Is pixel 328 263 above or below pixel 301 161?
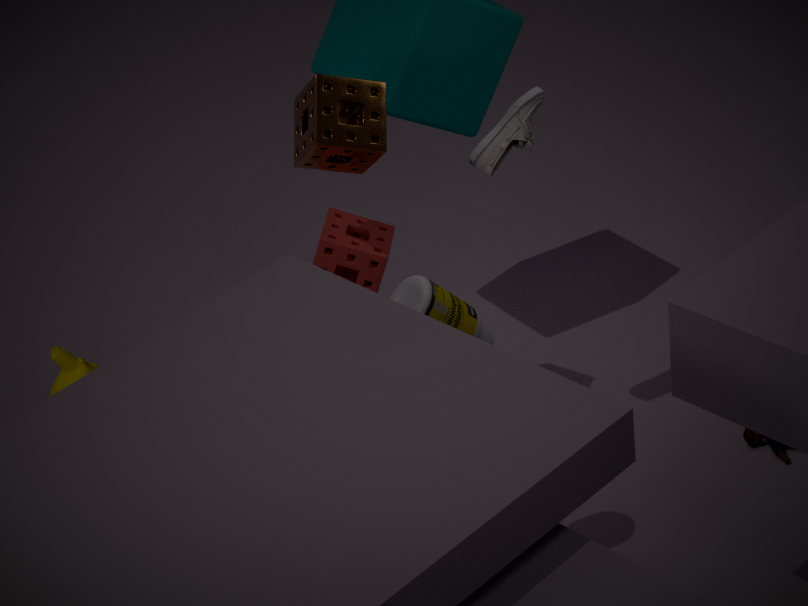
below
